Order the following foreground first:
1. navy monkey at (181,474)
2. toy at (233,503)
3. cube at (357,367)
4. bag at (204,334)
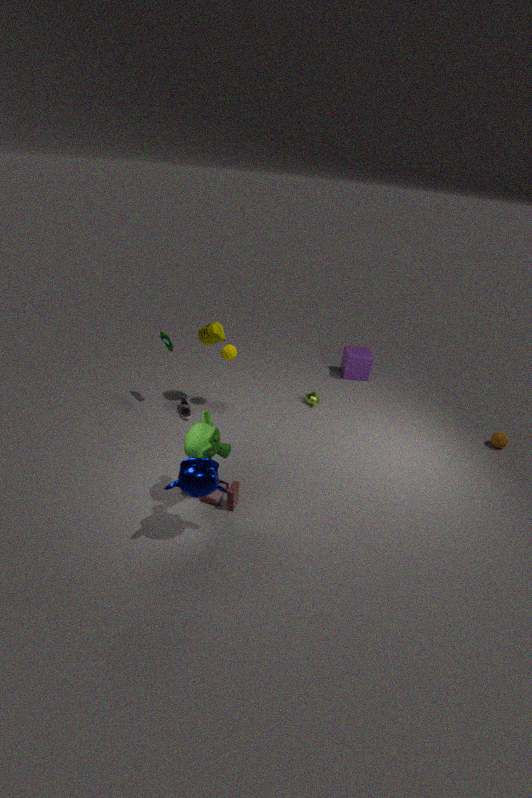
navy monkey at (181,474) → toy at (233,503) → bag at (204,334) → cube at (357,367)
